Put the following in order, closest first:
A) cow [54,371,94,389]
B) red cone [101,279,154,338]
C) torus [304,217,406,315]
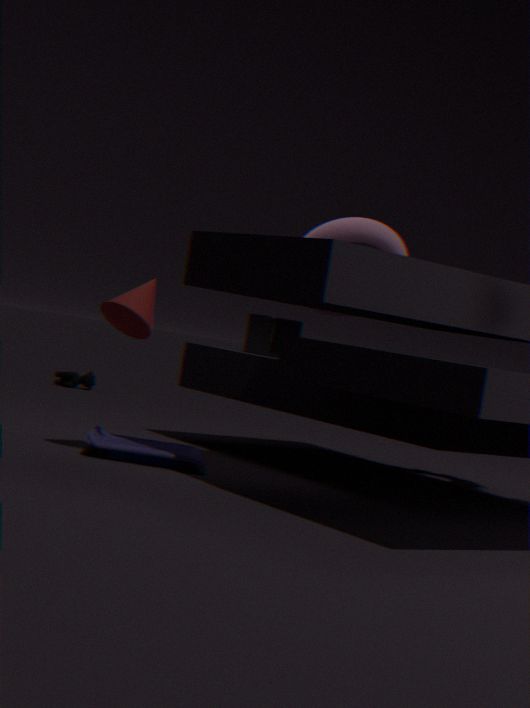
red cone [101,279,154,338] < torus [304,217,406,315] < cow [54,371,94,389]
